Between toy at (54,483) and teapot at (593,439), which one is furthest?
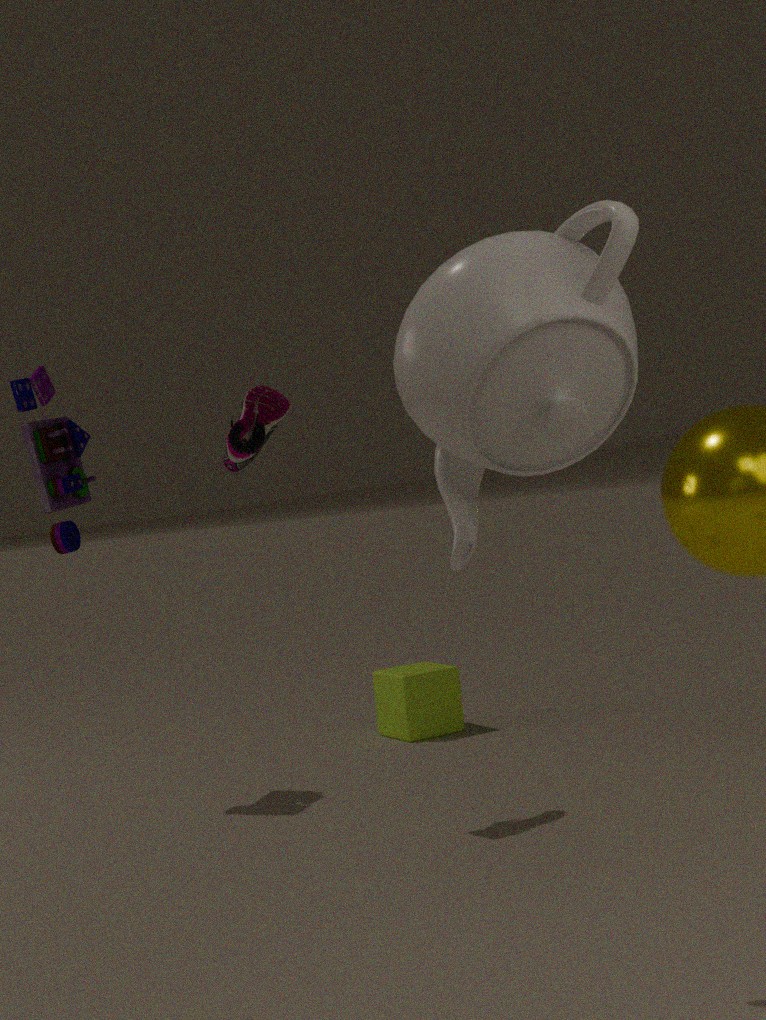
toy at (54,483)
